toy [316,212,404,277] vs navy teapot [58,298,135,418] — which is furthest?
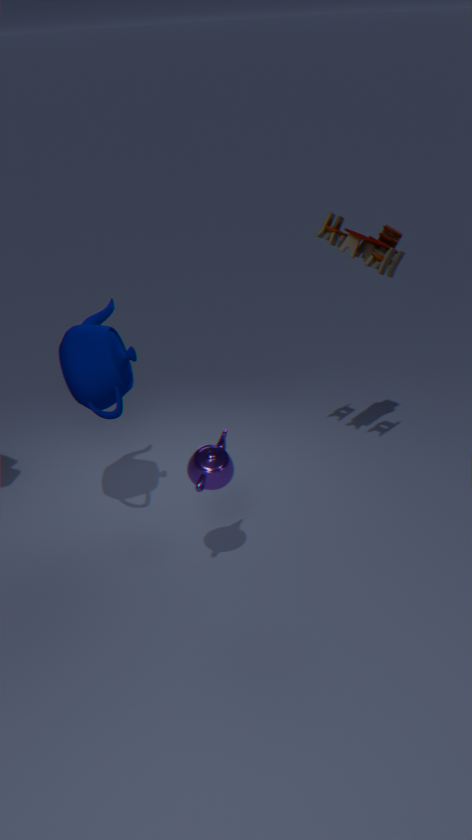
toy [316,212,404,277]
